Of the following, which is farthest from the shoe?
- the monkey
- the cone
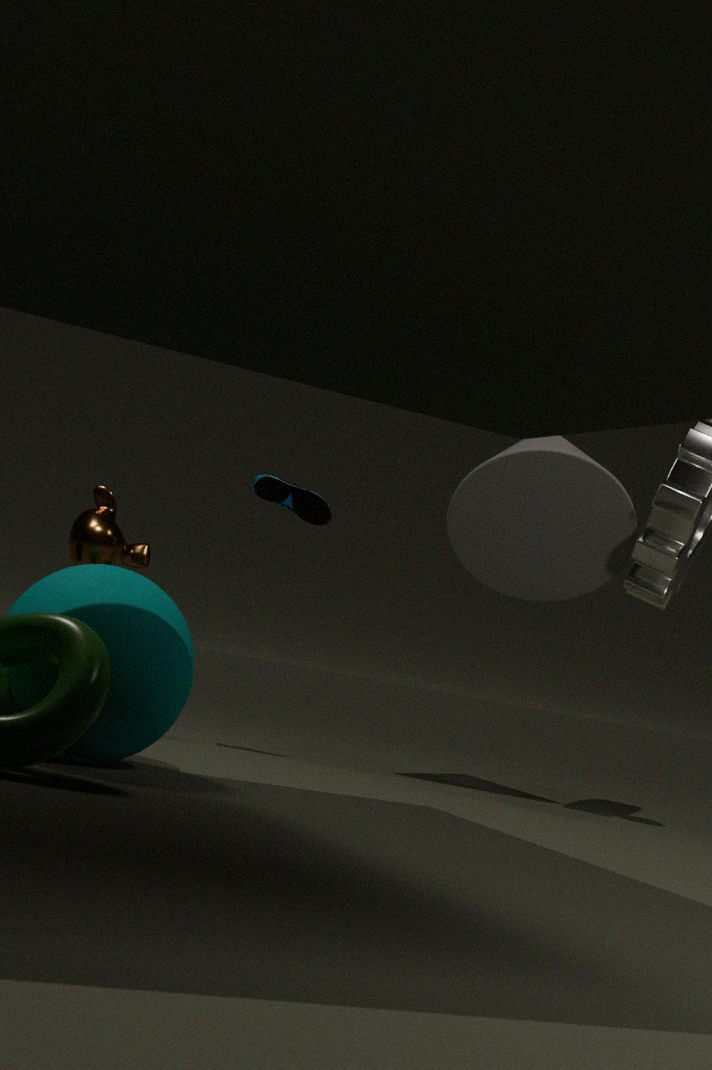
the monkey
